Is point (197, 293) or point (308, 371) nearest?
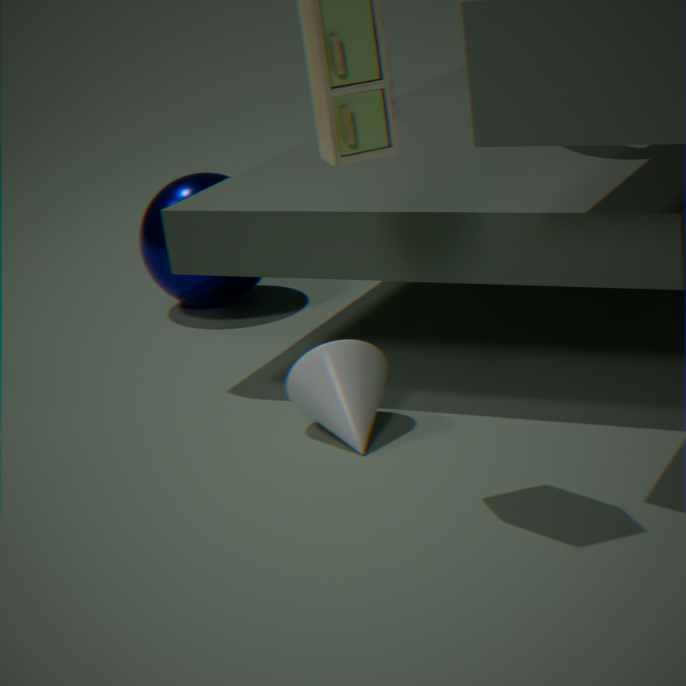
point (308, 371)
